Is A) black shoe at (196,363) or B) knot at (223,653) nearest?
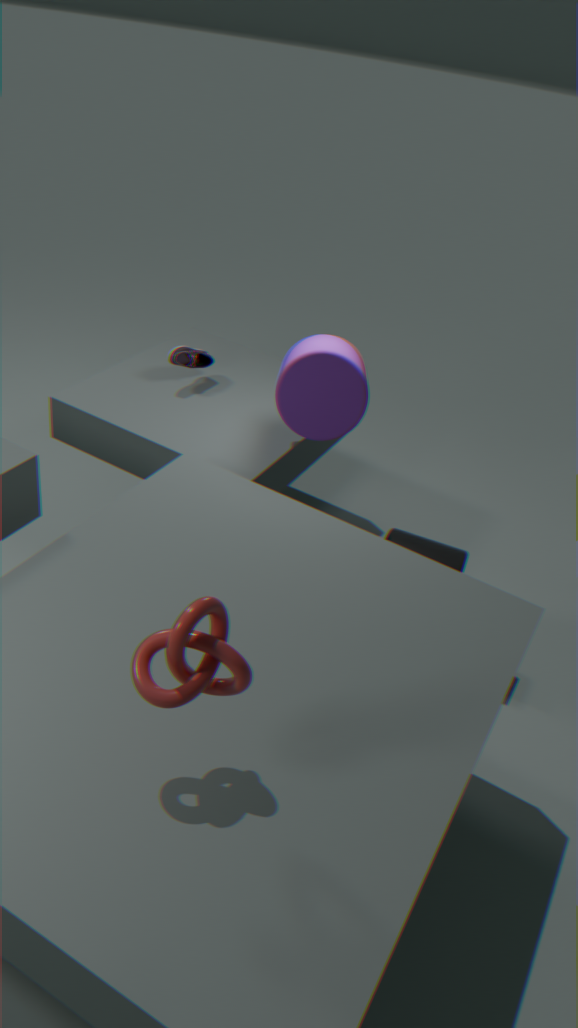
B. knot at (223,653)
